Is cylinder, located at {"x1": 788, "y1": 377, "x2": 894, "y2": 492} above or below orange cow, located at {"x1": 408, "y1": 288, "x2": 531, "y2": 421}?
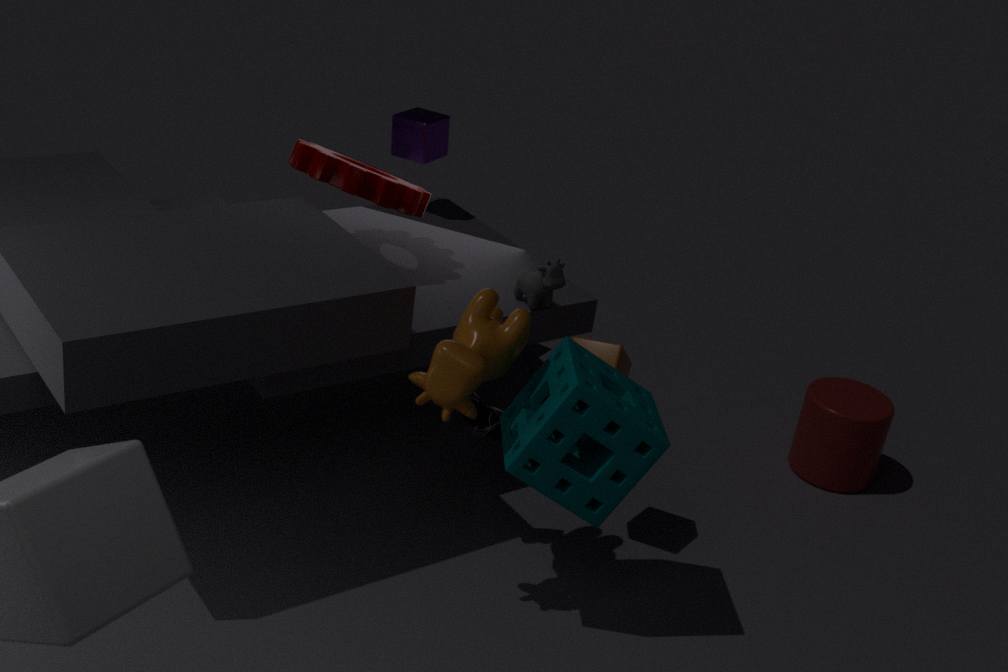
below
